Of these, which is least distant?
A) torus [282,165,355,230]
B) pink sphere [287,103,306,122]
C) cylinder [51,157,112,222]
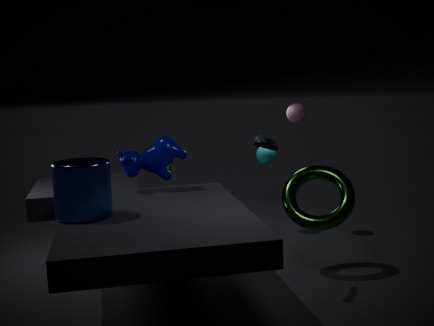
cylinder [51,157,112,222]
